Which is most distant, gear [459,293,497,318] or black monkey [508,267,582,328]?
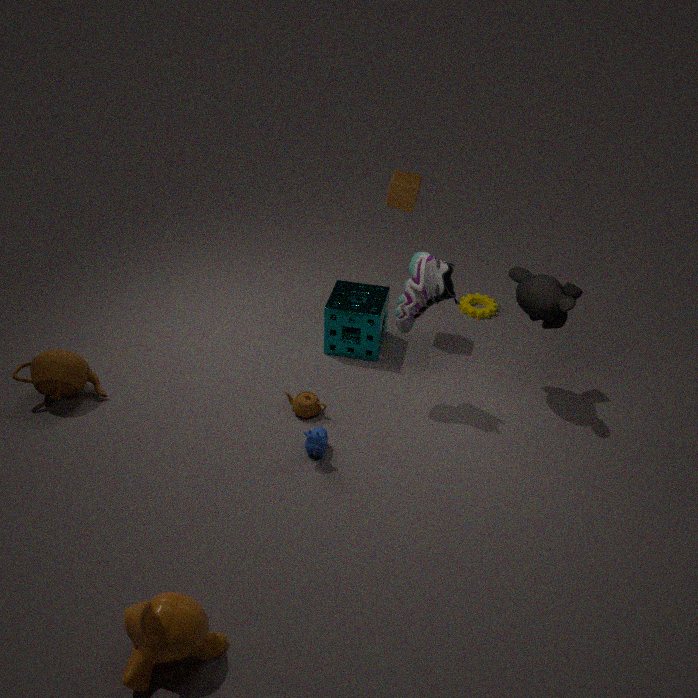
gear [459,293,497,318]
